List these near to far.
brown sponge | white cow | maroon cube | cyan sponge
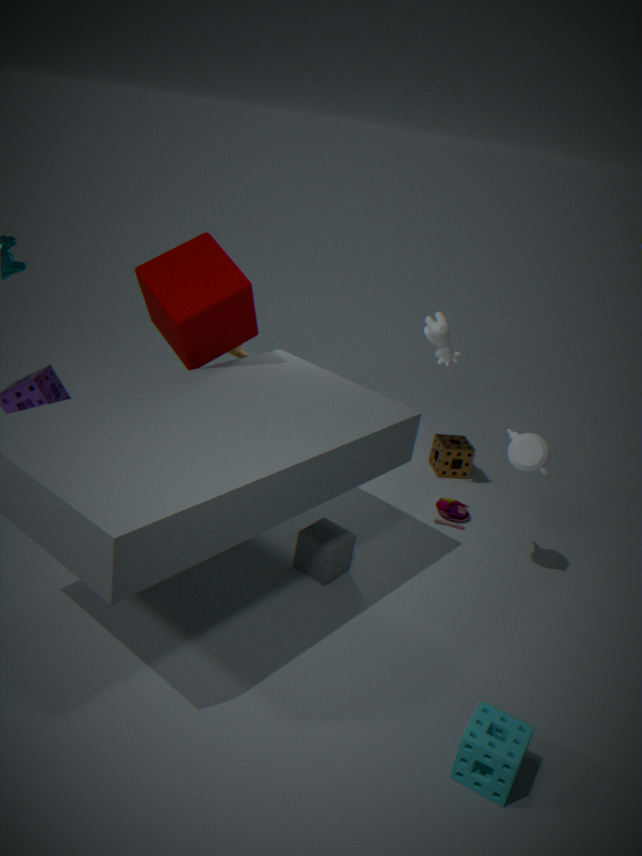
cyan sponge < maroon cube < white cow < brown sponge
